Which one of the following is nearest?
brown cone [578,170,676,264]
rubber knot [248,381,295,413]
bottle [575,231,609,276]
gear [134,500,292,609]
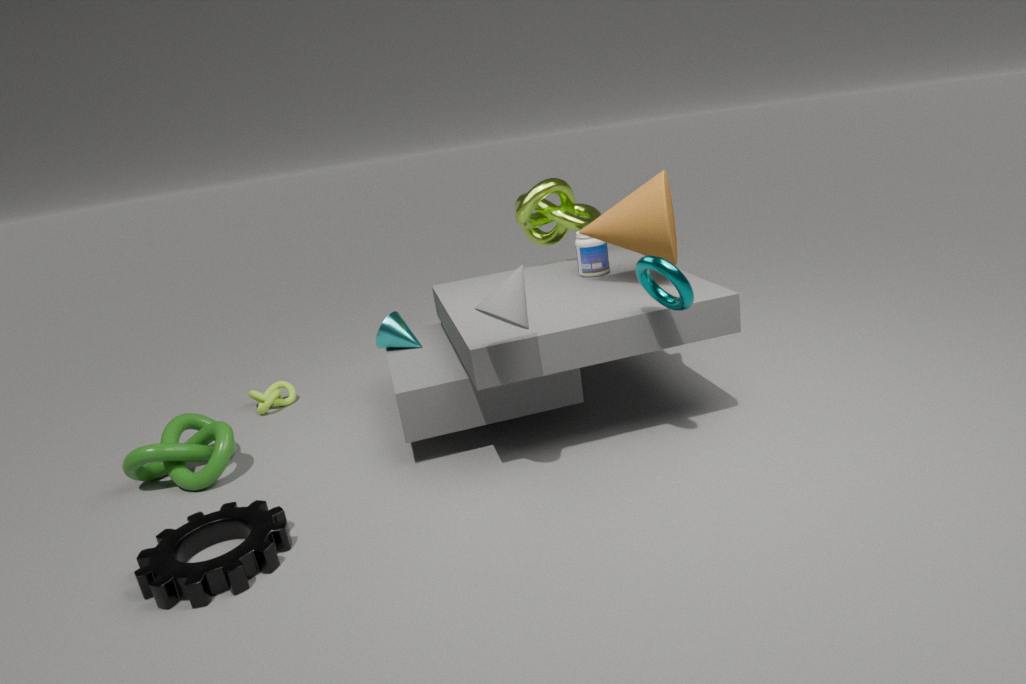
gear [134,500,292,609]
